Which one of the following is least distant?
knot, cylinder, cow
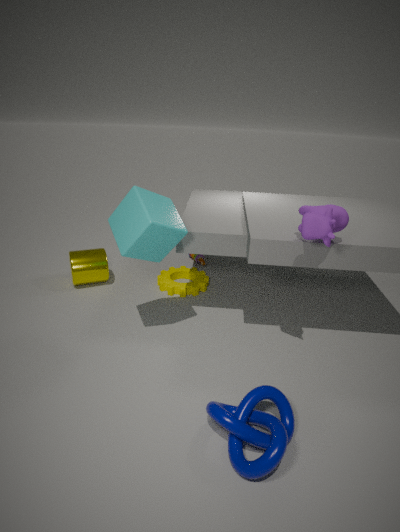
knot
